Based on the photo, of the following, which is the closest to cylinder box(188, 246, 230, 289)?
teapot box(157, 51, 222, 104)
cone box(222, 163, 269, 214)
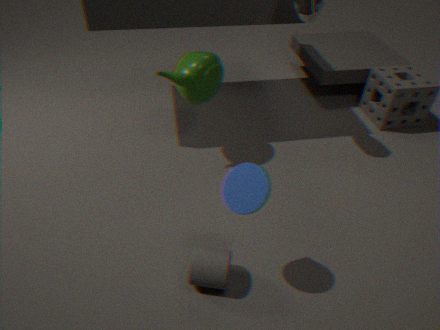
cone box(222, 163, 269, 214)
